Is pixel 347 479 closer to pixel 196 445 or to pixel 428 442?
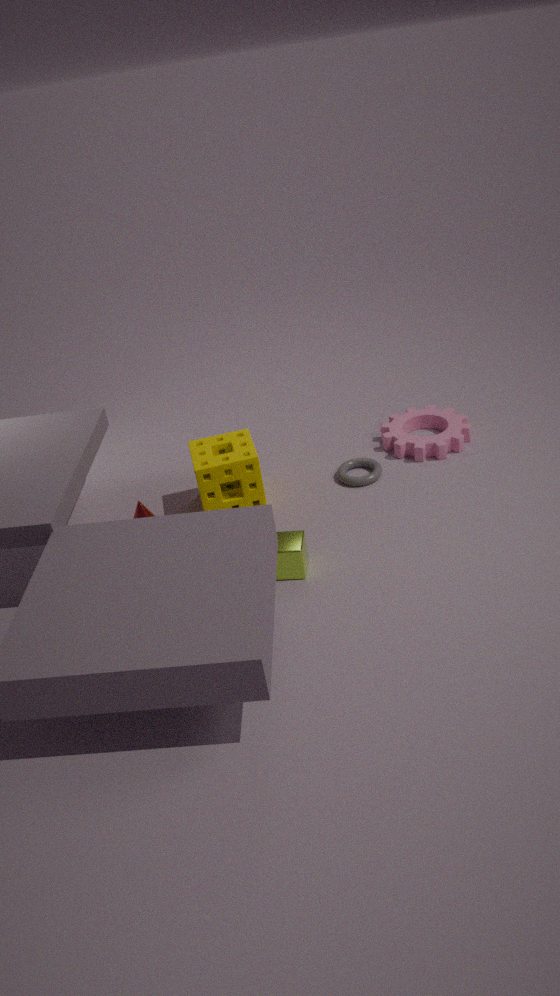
pixel 428 442
